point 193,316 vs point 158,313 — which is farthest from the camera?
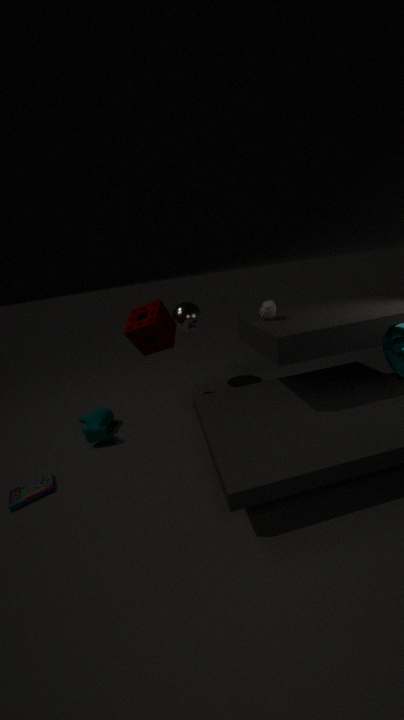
point 193,316
